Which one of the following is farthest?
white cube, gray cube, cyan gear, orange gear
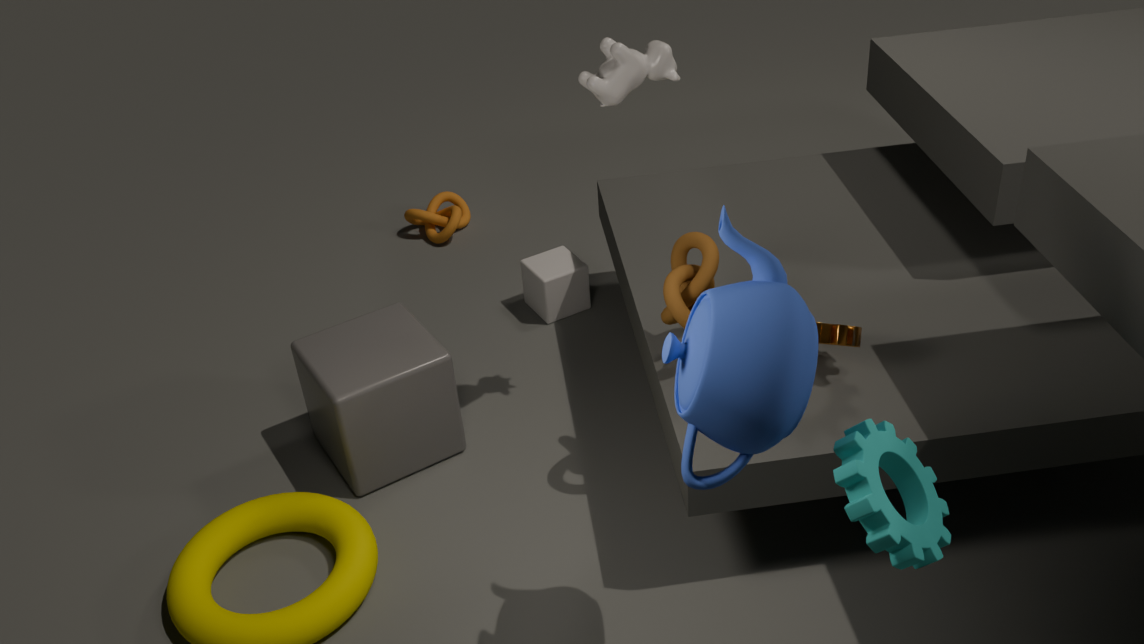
white cube
